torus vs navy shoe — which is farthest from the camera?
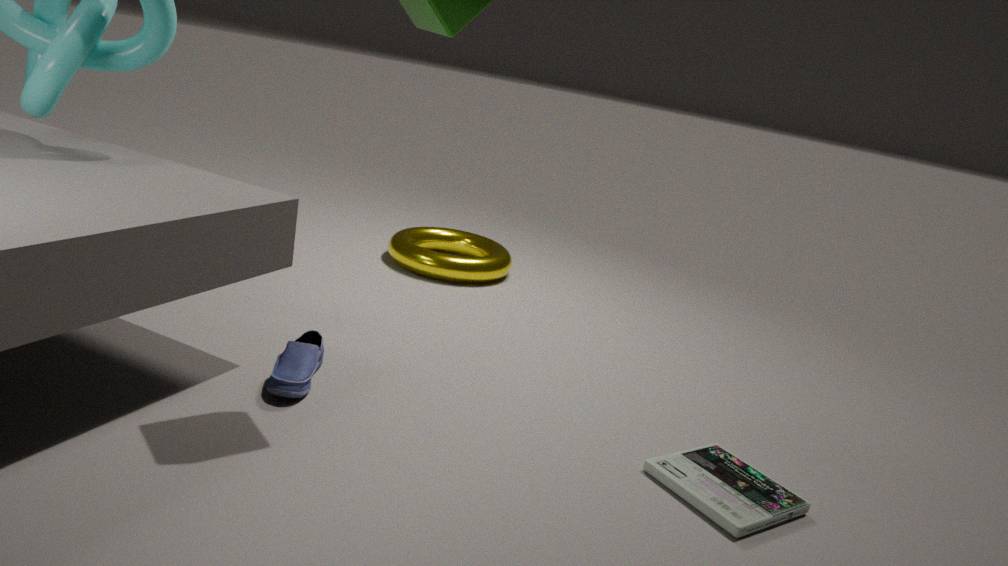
torus
